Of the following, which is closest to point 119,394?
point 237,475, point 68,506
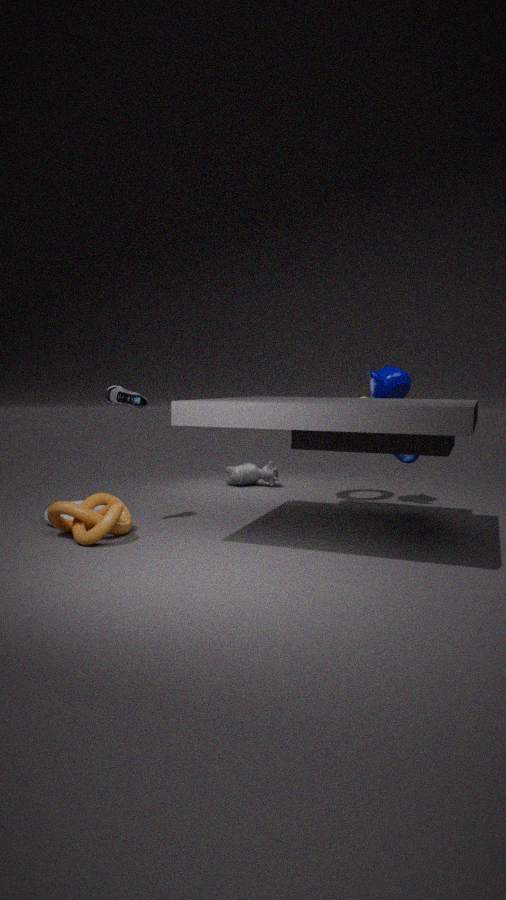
point 68,506
